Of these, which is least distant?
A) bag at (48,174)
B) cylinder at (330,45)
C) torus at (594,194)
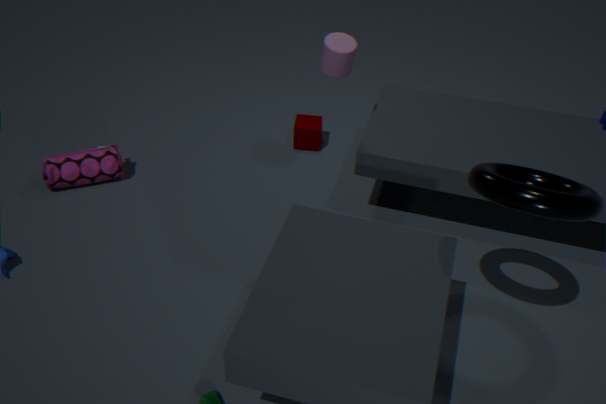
torus at (594,194)
